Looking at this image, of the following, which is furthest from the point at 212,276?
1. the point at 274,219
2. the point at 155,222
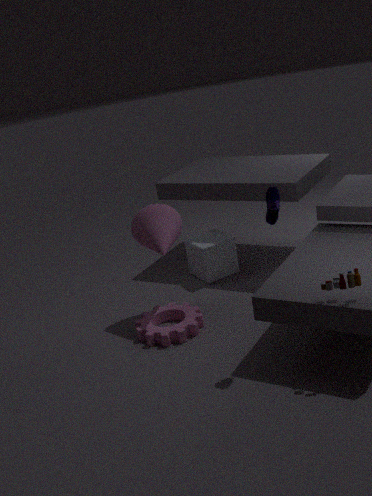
the point at 274,219
